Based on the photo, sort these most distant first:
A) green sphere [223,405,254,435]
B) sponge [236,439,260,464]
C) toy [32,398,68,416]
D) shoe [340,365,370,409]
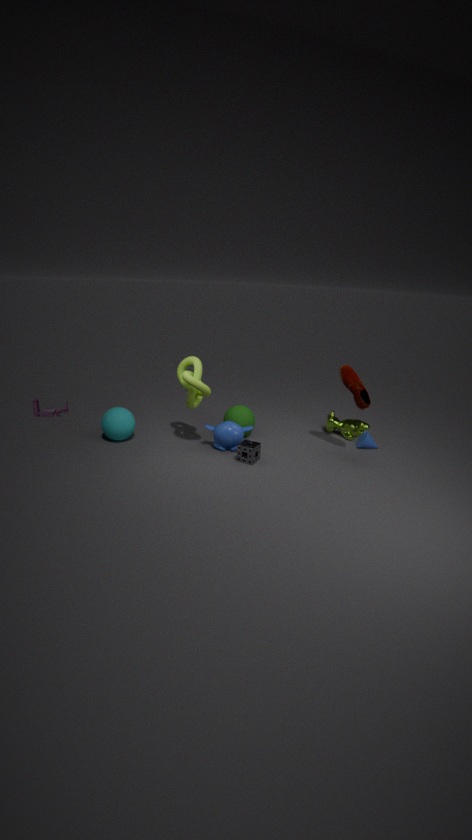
C. toy [32,398,68,416] < A. green sphere [223,405,254,435] < D. shoe [340,365,370,409] < B. sponge [236,439,260,464]
